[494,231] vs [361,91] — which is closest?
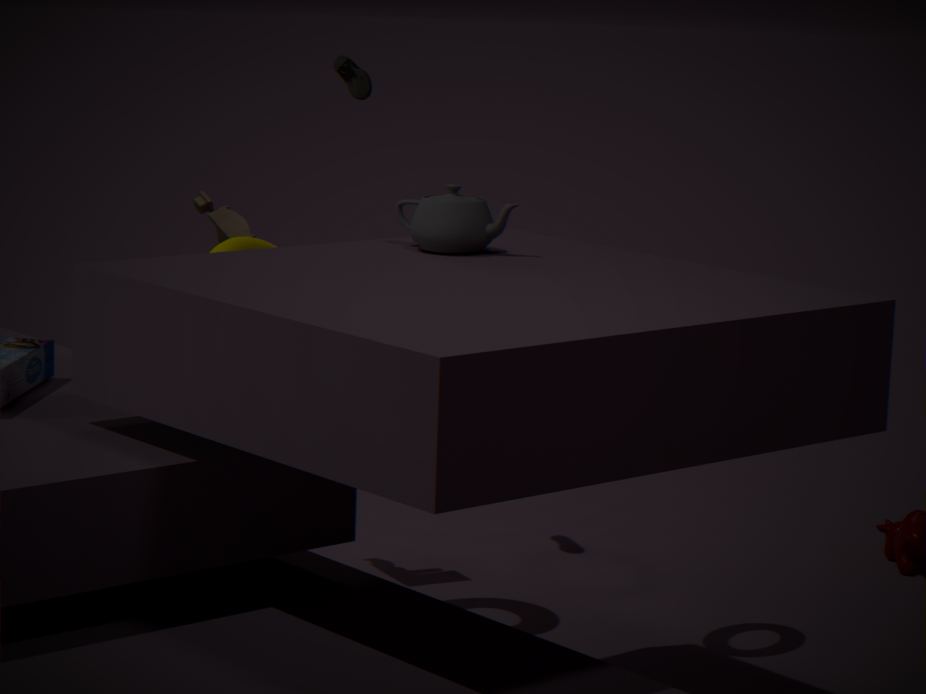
[494,231]
